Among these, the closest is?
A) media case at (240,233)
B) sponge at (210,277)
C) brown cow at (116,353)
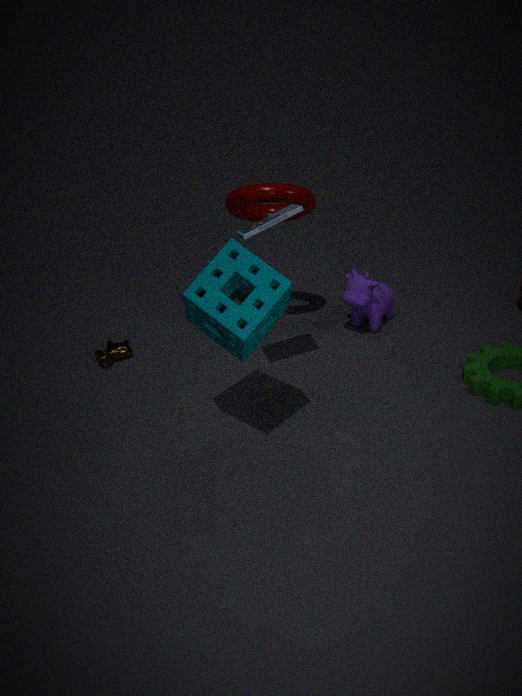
sponge at (210,277)
